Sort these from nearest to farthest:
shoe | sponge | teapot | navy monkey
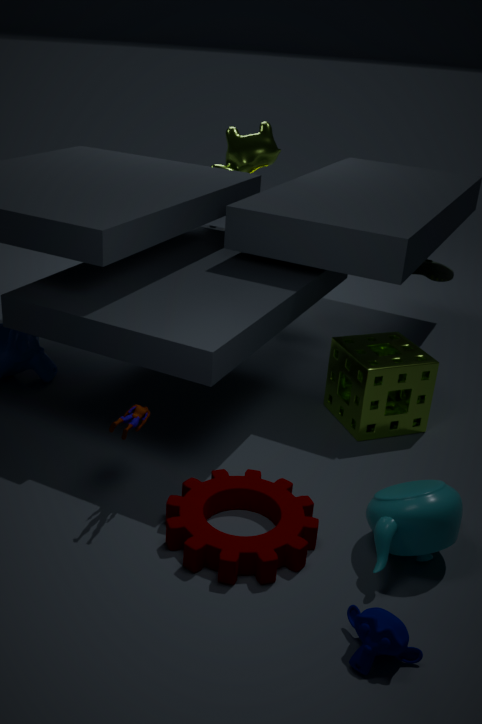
navy monkey, teapot, sponge, shoe
